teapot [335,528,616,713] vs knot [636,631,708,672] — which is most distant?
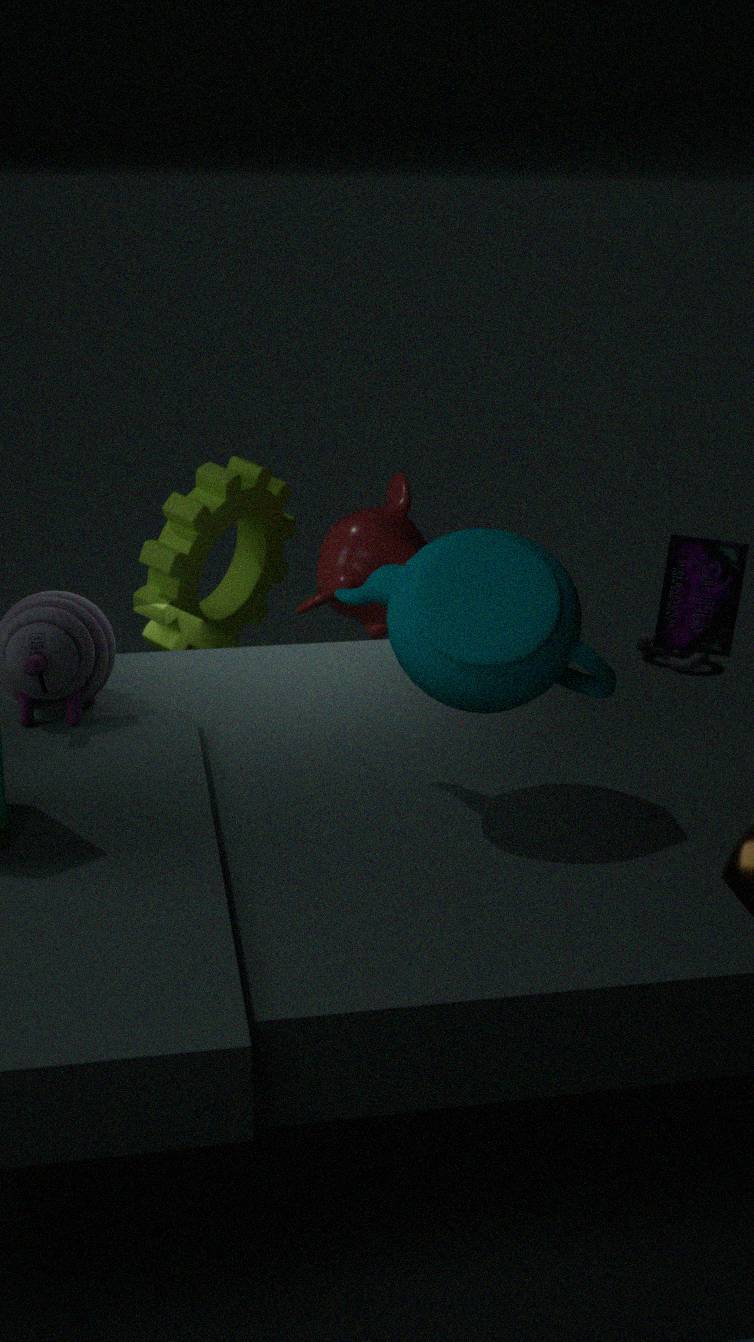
knot [636,631,708,672]
